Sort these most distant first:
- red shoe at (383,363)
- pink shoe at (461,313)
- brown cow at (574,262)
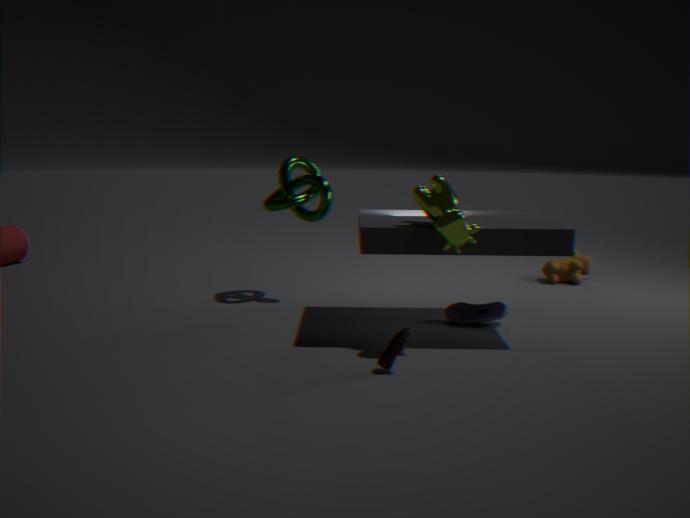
brown cow at (574,262), pink shoe at (461,313), red shoe at (383,363)
